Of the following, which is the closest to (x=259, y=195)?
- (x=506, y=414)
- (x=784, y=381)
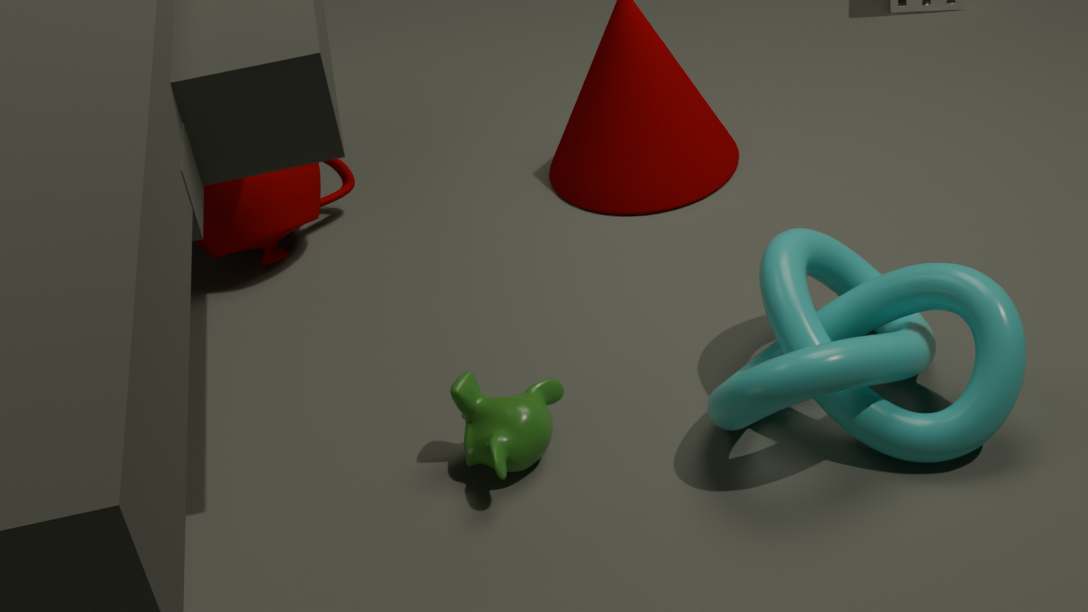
(x=506, y=414)
